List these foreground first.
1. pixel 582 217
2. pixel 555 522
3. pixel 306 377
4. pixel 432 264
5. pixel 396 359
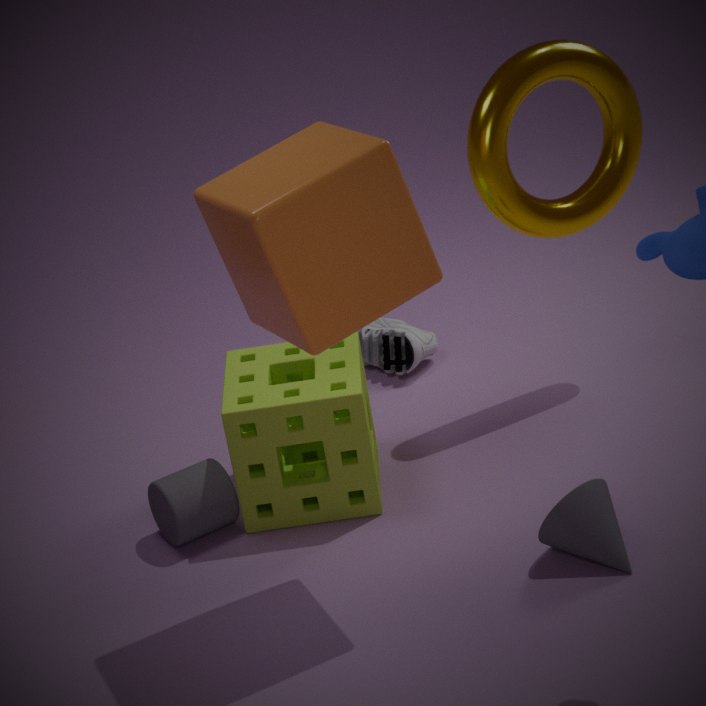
pixel 432 264, pixel 555 522, pixel 306 377, pixel 582 217, pixel 396 359
